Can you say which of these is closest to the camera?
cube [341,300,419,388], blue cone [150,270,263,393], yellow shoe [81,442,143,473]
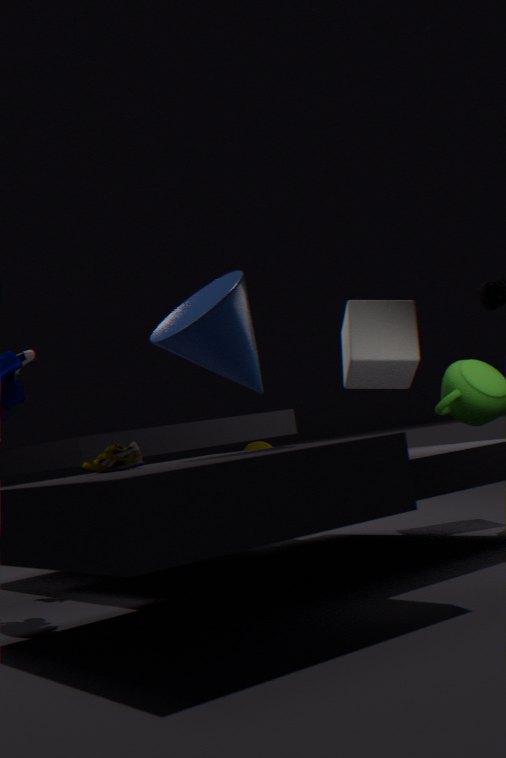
yellow shoe [81,442,143,473]
